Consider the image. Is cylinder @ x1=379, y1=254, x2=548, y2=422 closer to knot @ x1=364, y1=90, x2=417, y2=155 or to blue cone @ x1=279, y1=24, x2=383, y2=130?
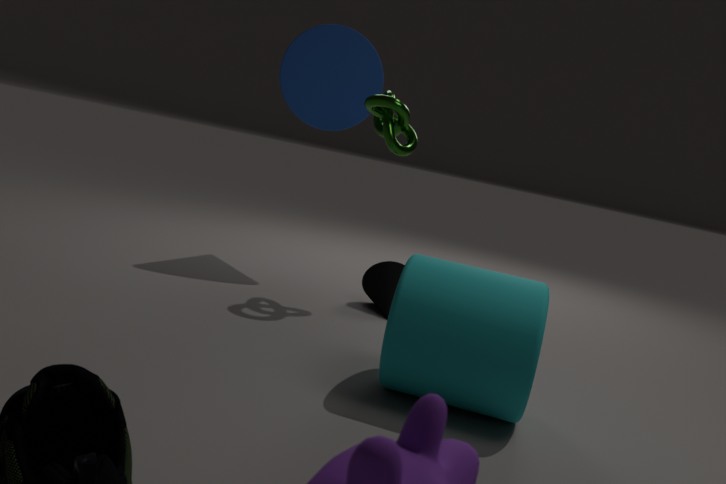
knot @ x1=364, y1=90, x2=417, y2=155
